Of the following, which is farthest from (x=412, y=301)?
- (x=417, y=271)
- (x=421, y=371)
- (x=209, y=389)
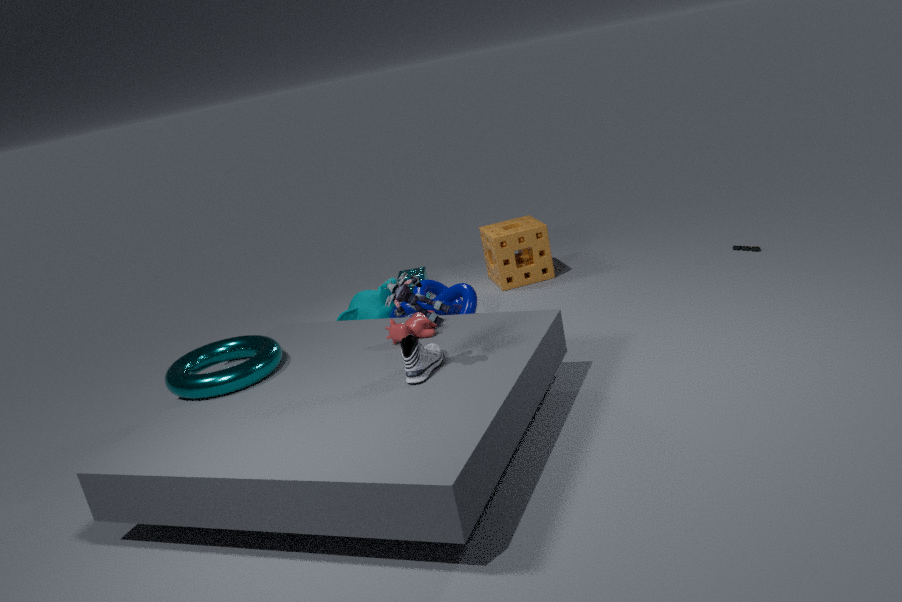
(x=417, y=271)
